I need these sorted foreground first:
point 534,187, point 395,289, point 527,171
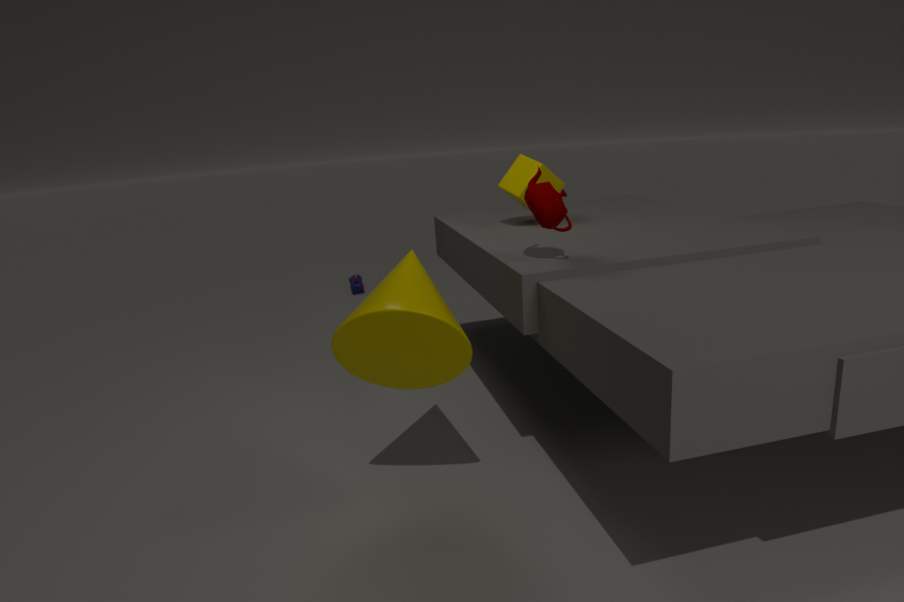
point 395,289, point 534,187, point 527,171
